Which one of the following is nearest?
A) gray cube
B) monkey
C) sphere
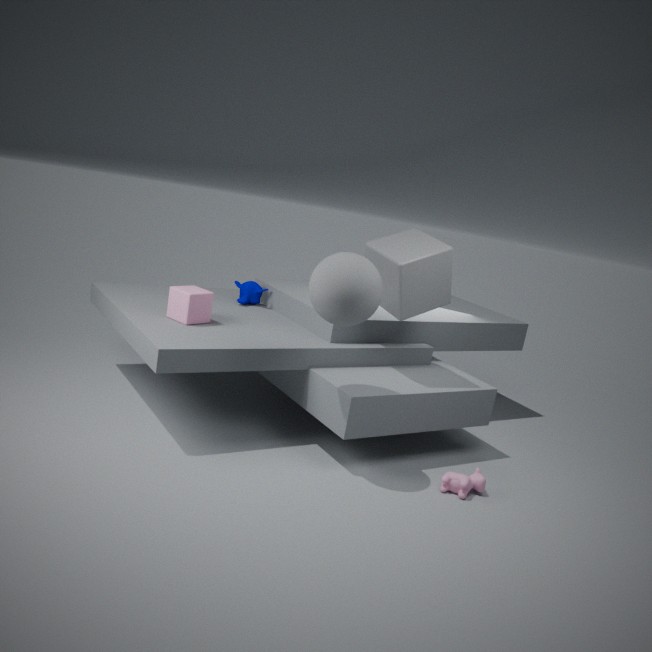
sphere
